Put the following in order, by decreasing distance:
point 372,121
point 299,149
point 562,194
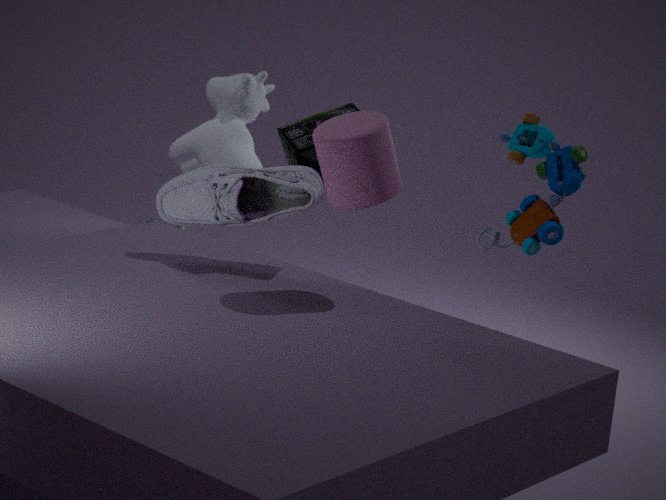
point 299,149
point 562,194
point 372,121
